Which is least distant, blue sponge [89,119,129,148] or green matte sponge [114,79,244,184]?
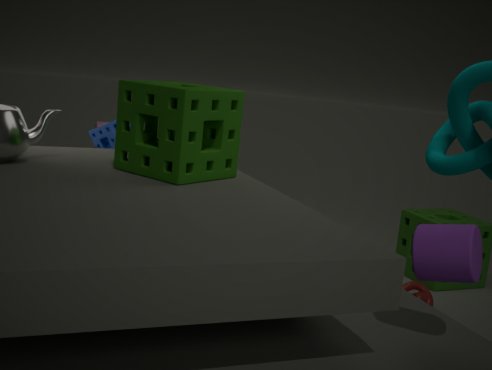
green matte sponge [114,79,244,184]
